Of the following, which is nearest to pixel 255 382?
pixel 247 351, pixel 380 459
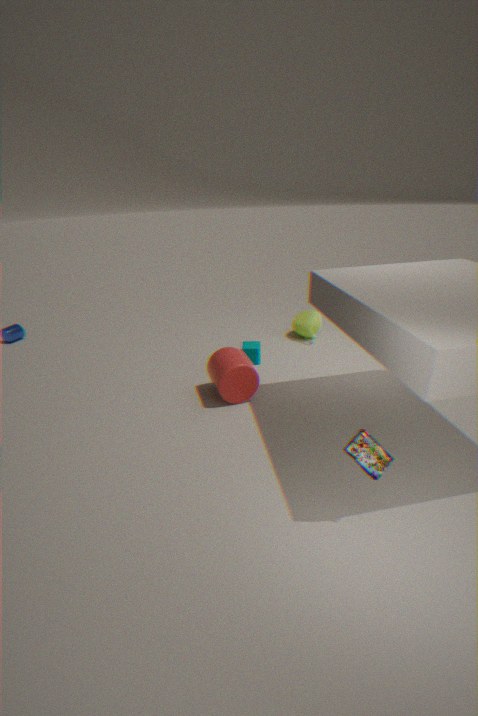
pixel 247 351
